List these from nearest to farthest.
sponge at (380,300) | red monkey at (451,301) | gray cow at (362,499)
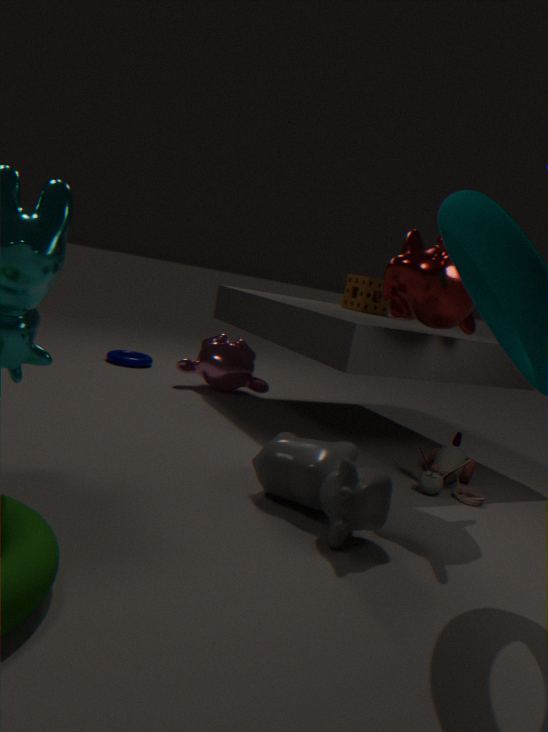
gray cow at (362,499) → red monkey at (451,301) → sponge at (380,300)
